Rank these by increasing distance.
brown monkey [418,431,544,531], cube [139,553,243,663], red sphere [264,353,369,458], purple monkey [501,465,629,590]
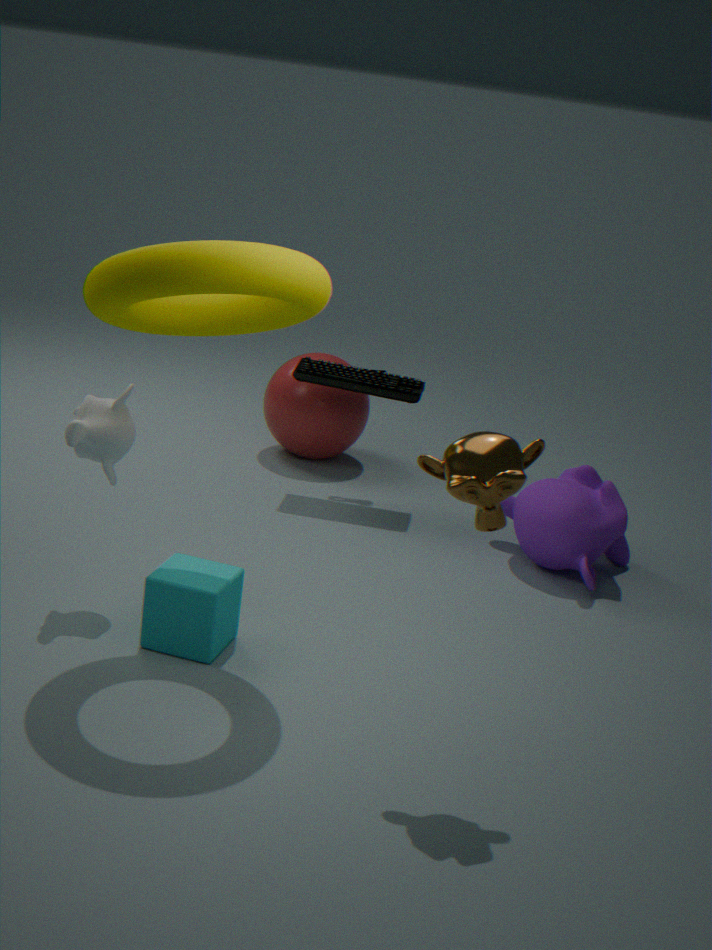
1. brown monkey [418,431,544,531]
2. cube [139,553,243,663]
3. purple monkey [501,465,629,590]
4. red sphere [264,353,369,458]
